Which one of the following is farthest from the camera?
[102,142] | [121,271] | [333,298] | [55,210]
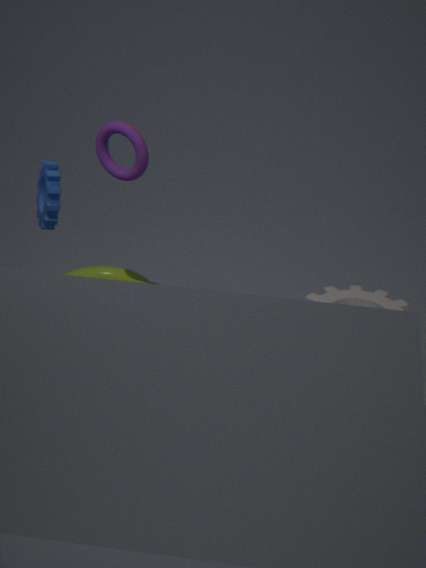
[121,271]
